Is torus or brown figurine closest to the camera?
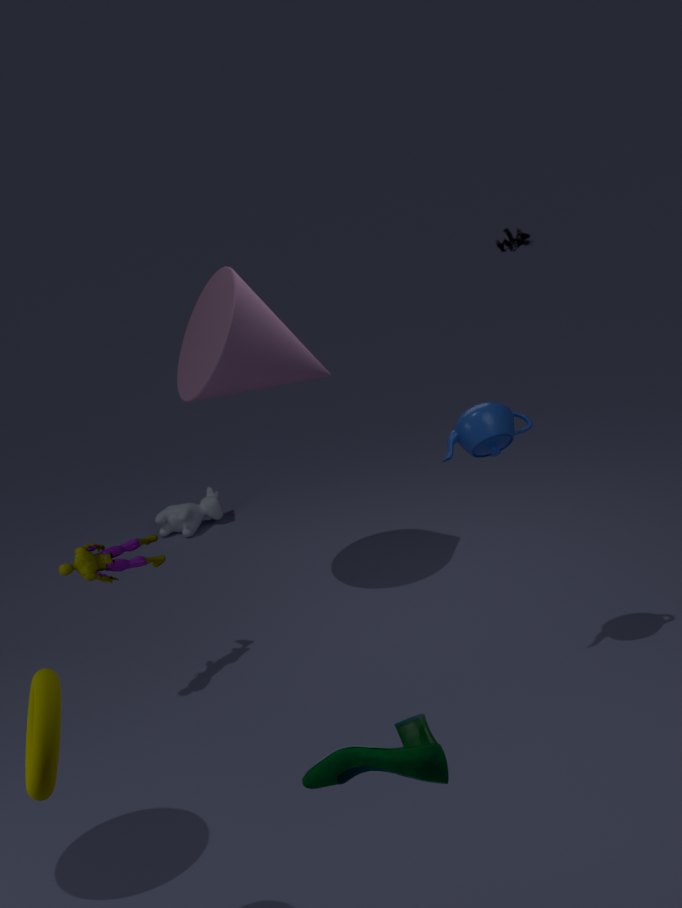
torus
